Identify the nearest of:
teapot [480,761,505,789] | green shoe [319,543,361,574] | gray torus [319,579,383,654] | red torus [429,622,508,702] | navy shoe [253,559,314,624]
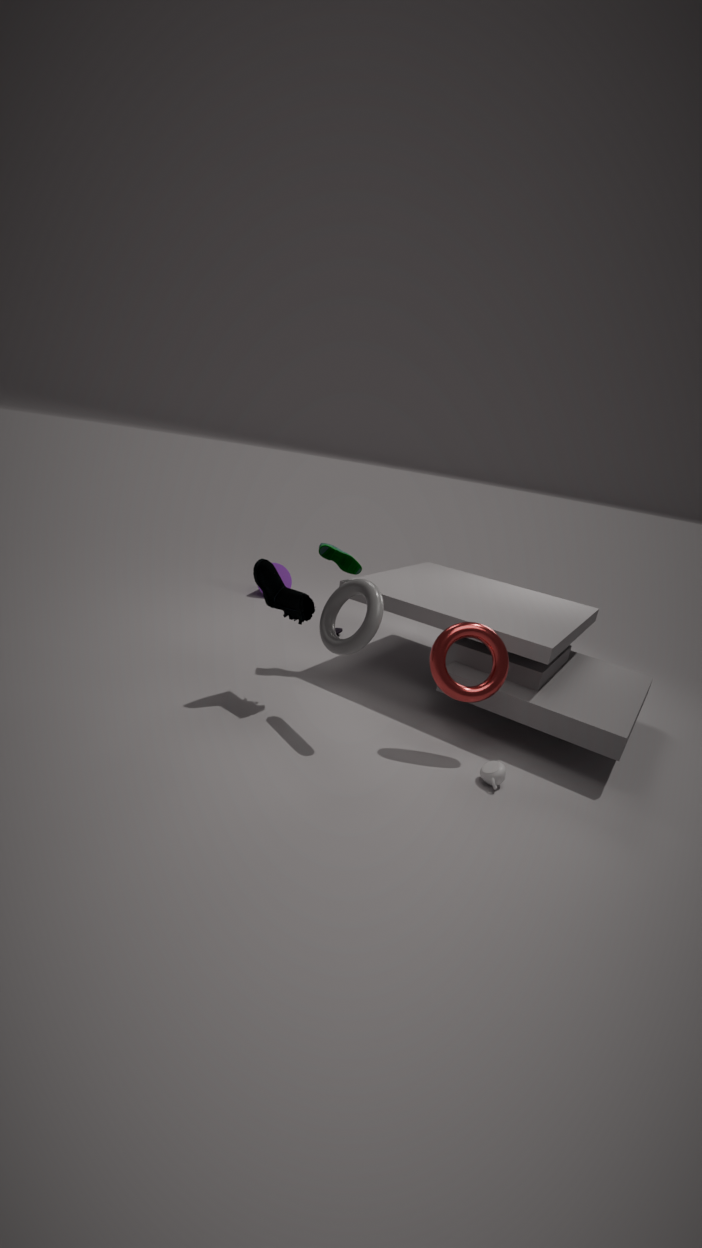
Answer: teapot [480,761,505,789]
